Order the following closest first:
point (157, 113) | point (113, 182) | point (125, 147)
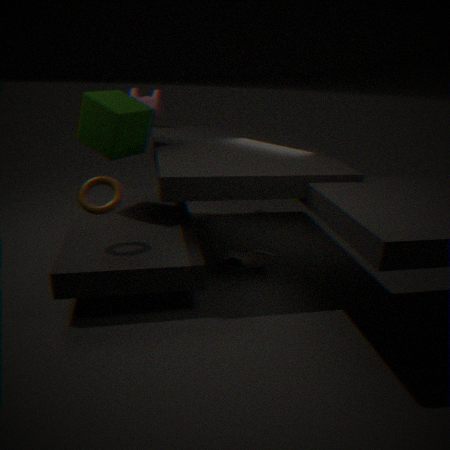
point (113, 182), point (125, 147), point (157, 113)
